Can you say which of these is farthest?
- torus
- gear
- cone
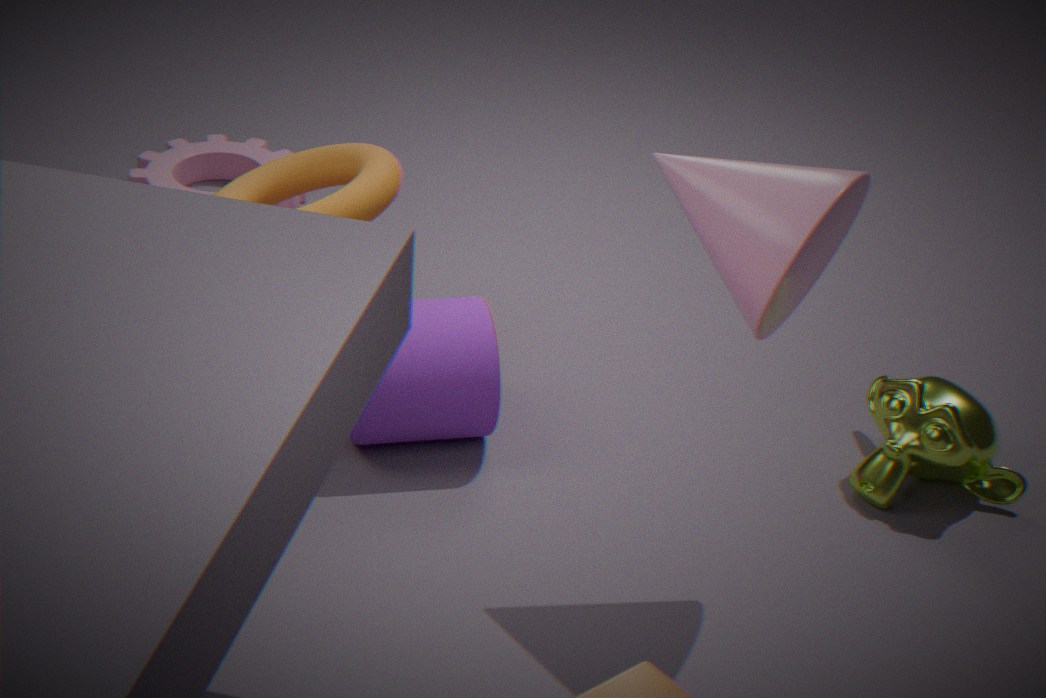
gear
